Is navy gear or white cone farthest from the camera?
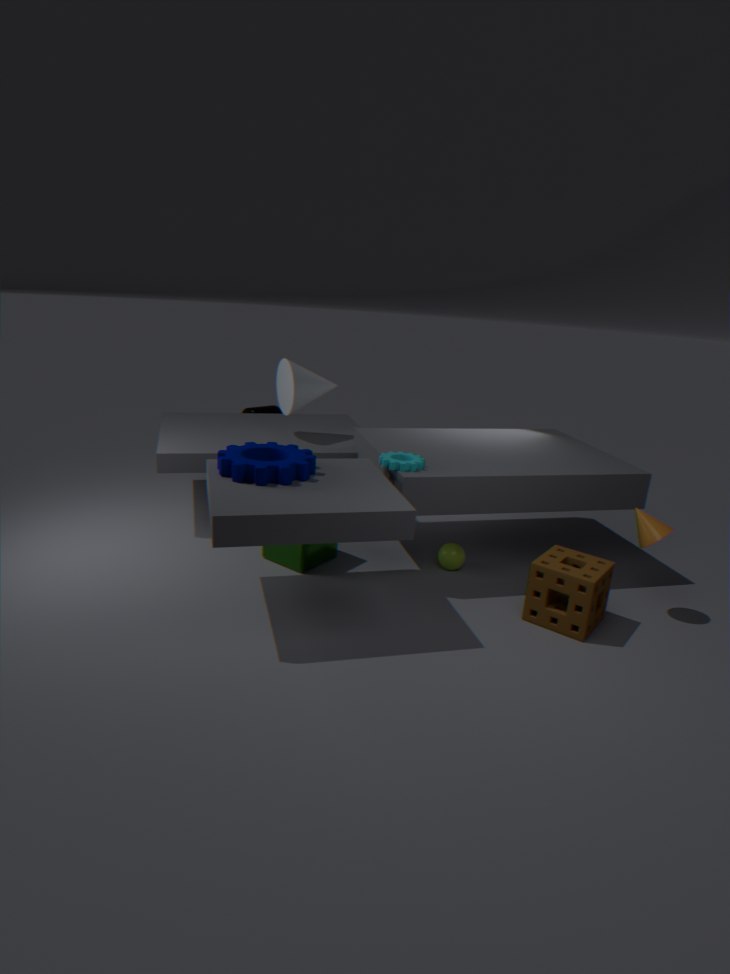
white cone
